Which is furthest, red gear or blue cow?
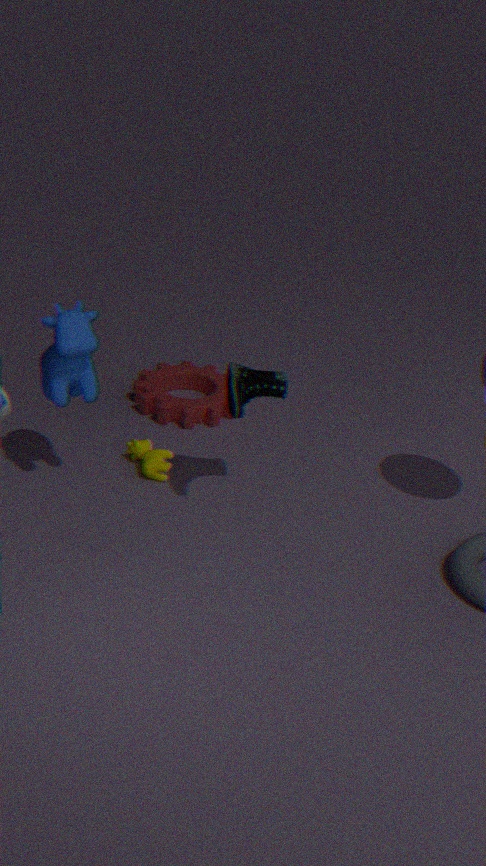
red gear
